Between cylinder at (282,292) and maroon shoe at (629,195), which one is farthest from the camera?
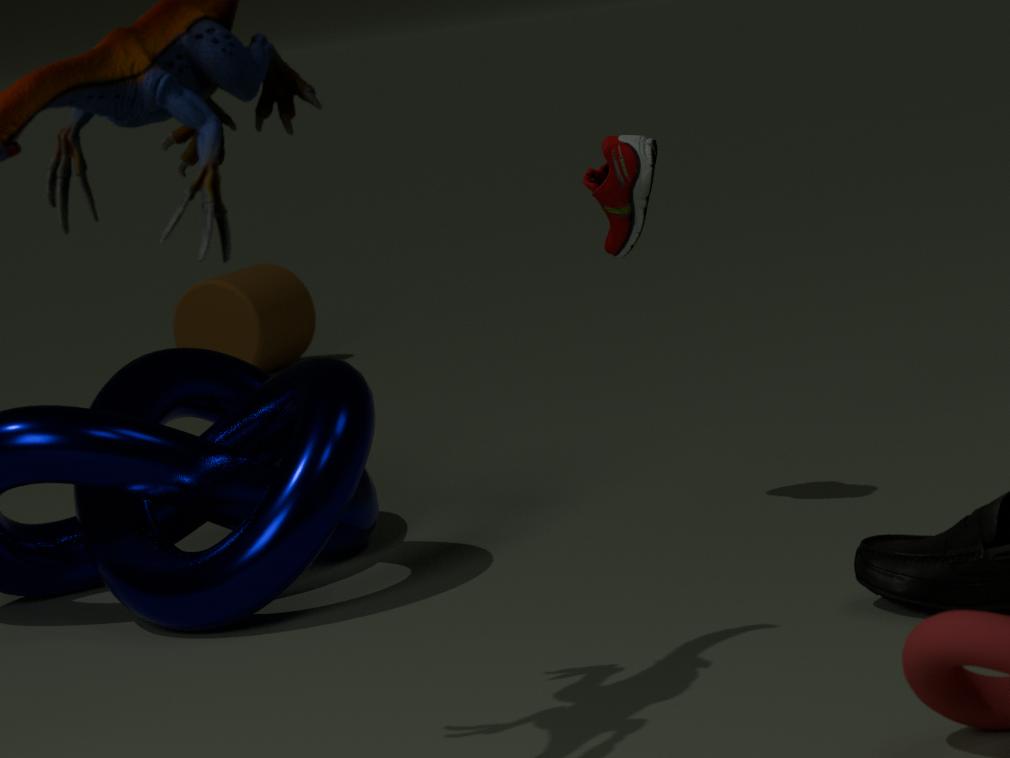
cylinder at (282,292)
